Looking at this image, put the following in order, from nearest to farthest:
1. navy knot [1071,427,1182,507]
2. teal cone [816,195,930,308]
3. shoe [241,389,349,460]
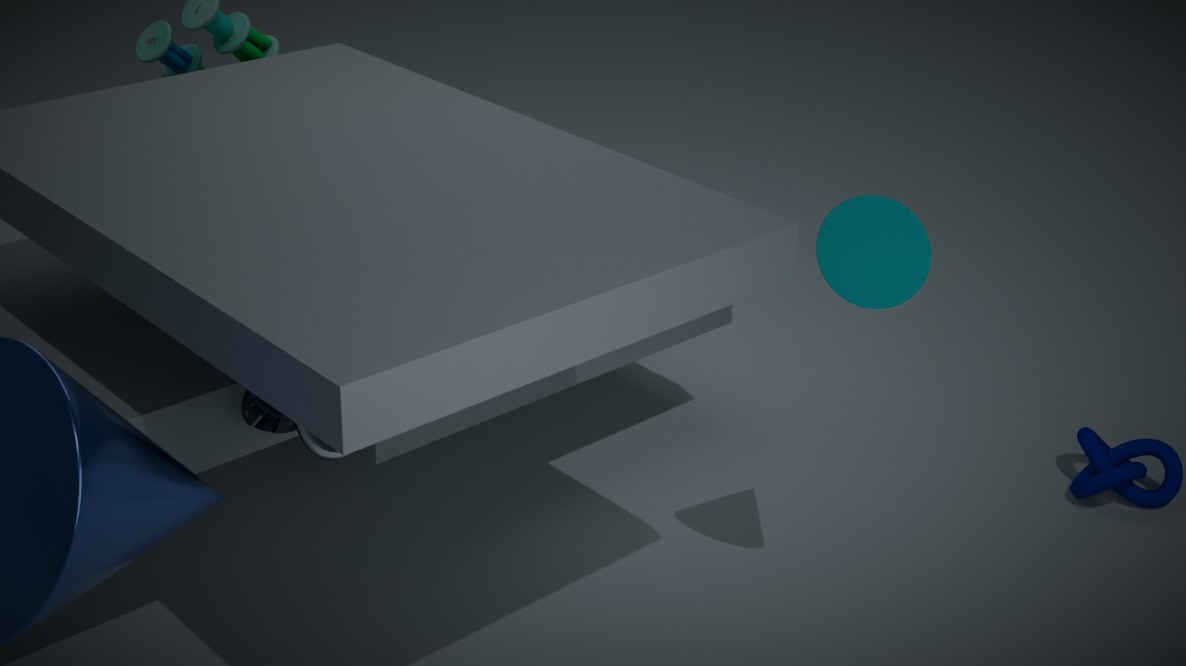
1. shoe [241,389,349,460]
2. teal cone [816,195,930,308]
3. navy knot [1071,427,1182,507]
